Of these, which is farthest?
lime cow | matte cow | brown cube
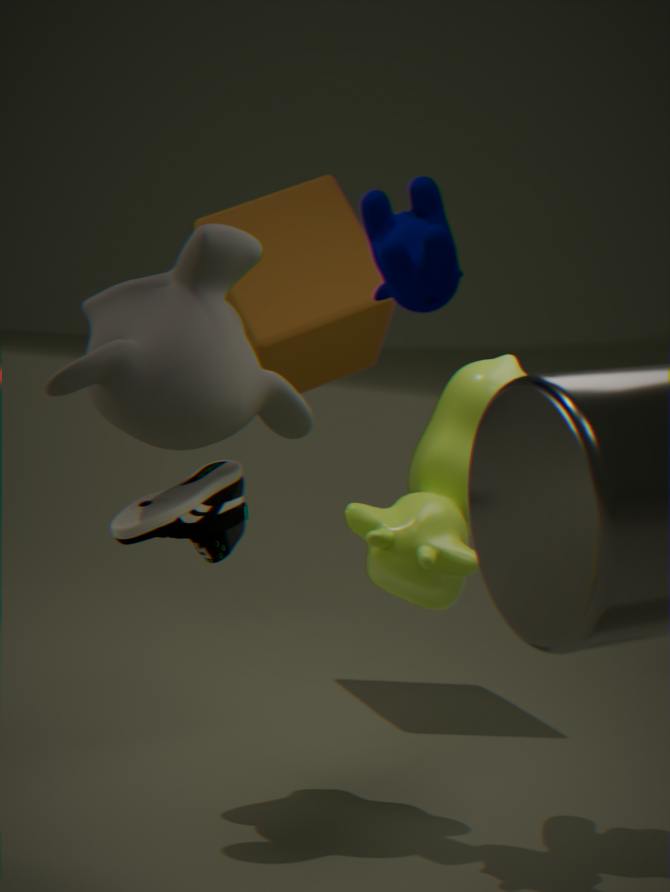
brown cube
